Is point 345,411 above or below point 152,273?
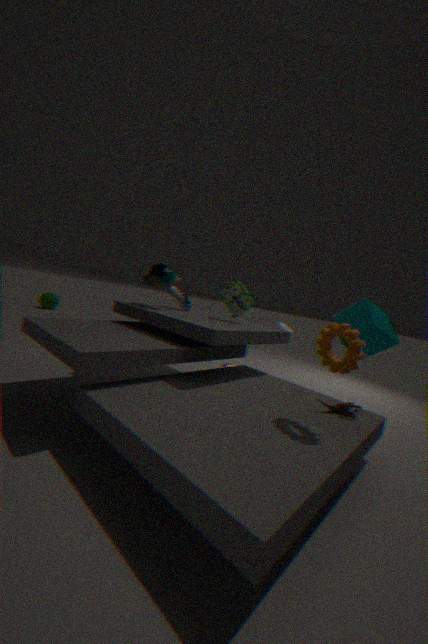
below
